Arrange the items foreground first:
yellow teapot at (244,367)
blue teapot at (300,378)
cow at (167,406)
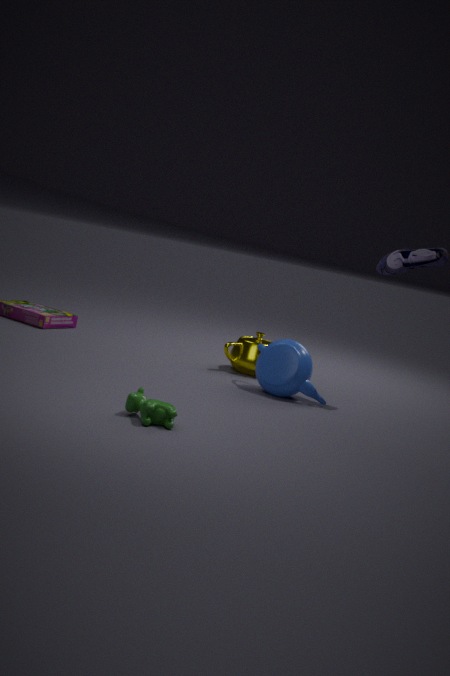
cow at (167,406) → blue teapot at (300,378) → yellow teapot at (244,367)
